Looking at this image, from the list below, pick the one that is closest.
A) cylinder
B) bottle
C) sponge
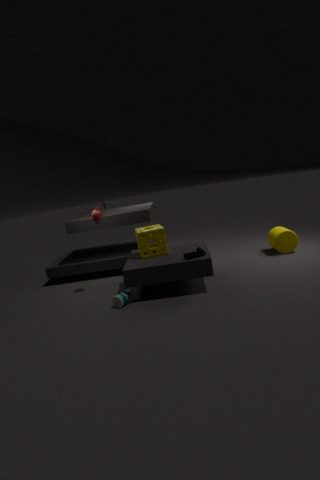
bottle
